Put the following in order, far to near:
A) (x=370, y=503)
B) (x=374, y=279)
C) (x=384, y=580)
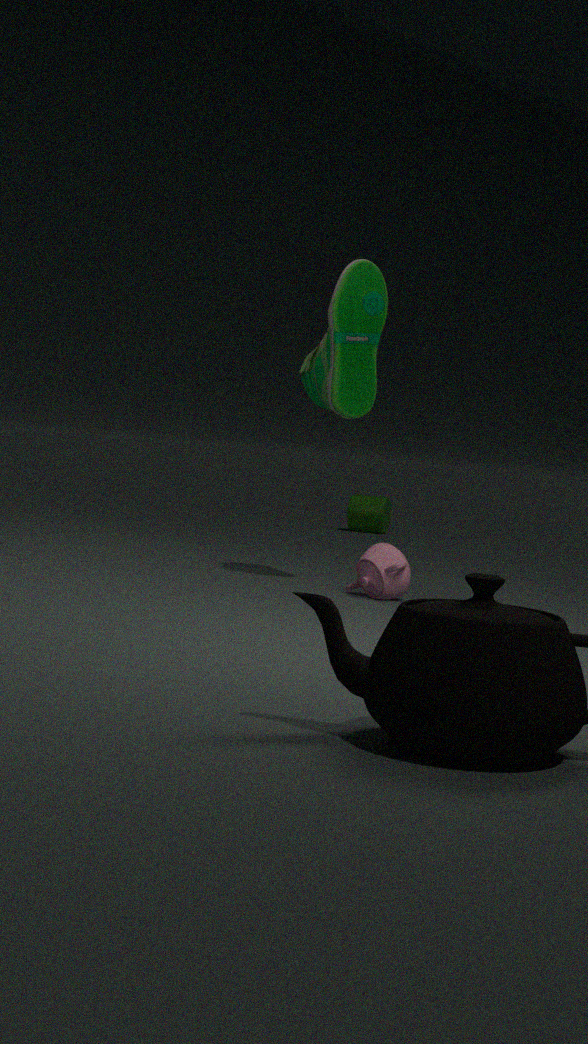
(x=370, y=503) < (x=374, y=279) < (x=384, y=580)
